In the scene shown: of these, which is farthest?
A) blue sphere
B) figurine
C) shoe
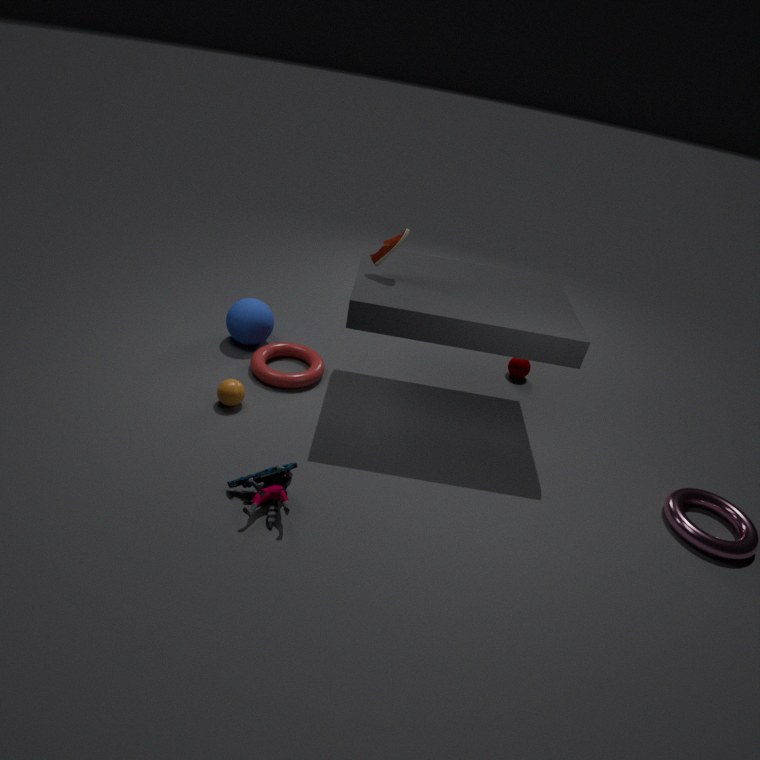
blue sphere
